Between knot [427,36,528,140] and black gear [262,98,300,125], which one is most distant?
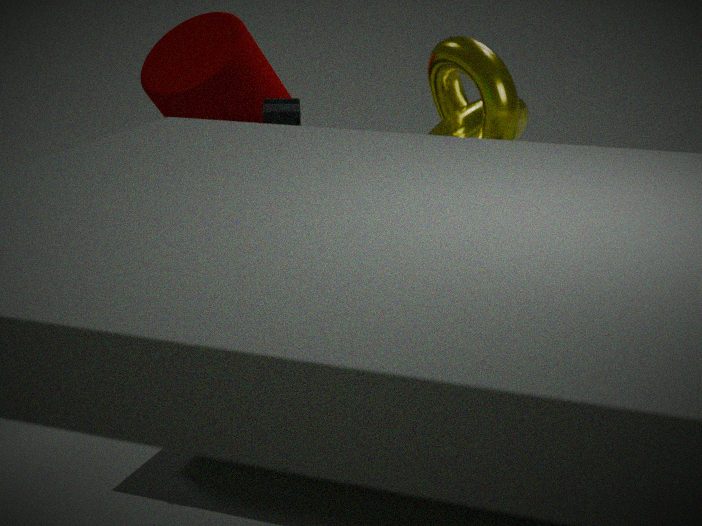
black gear [262,98,300,125]
